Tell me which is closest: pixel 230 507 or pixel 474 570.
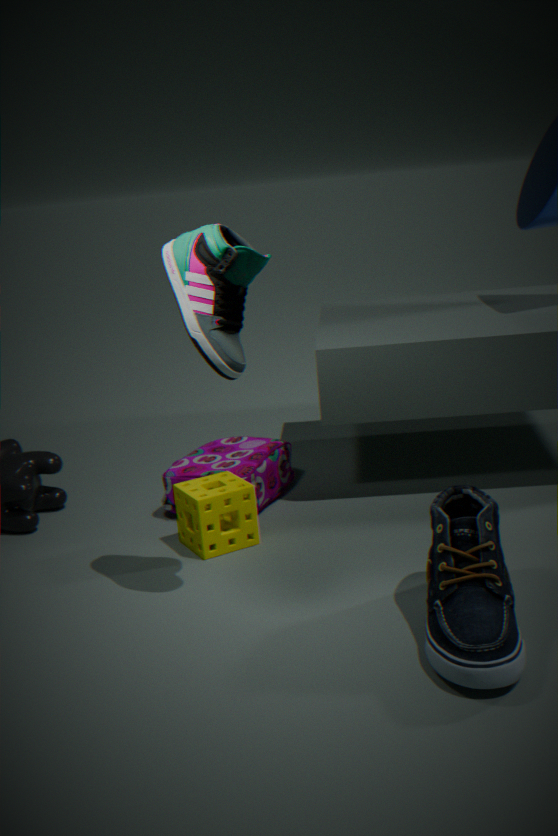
pixel 474 570
